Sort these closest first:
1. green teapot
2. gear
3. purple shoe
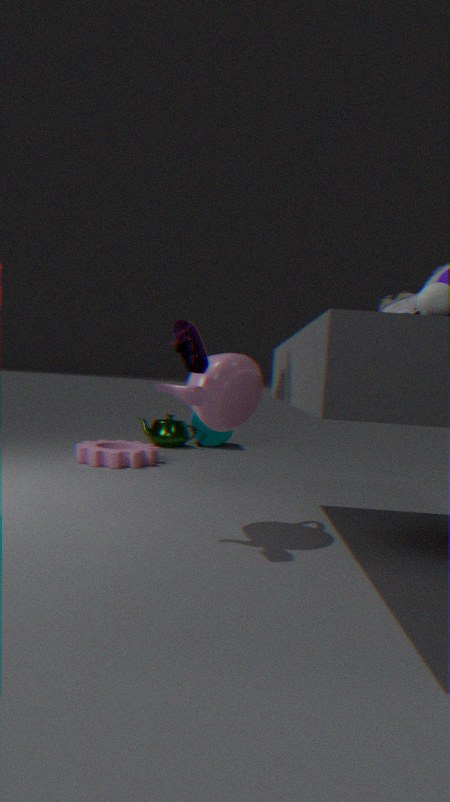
purple shoe, gear, green teapot
